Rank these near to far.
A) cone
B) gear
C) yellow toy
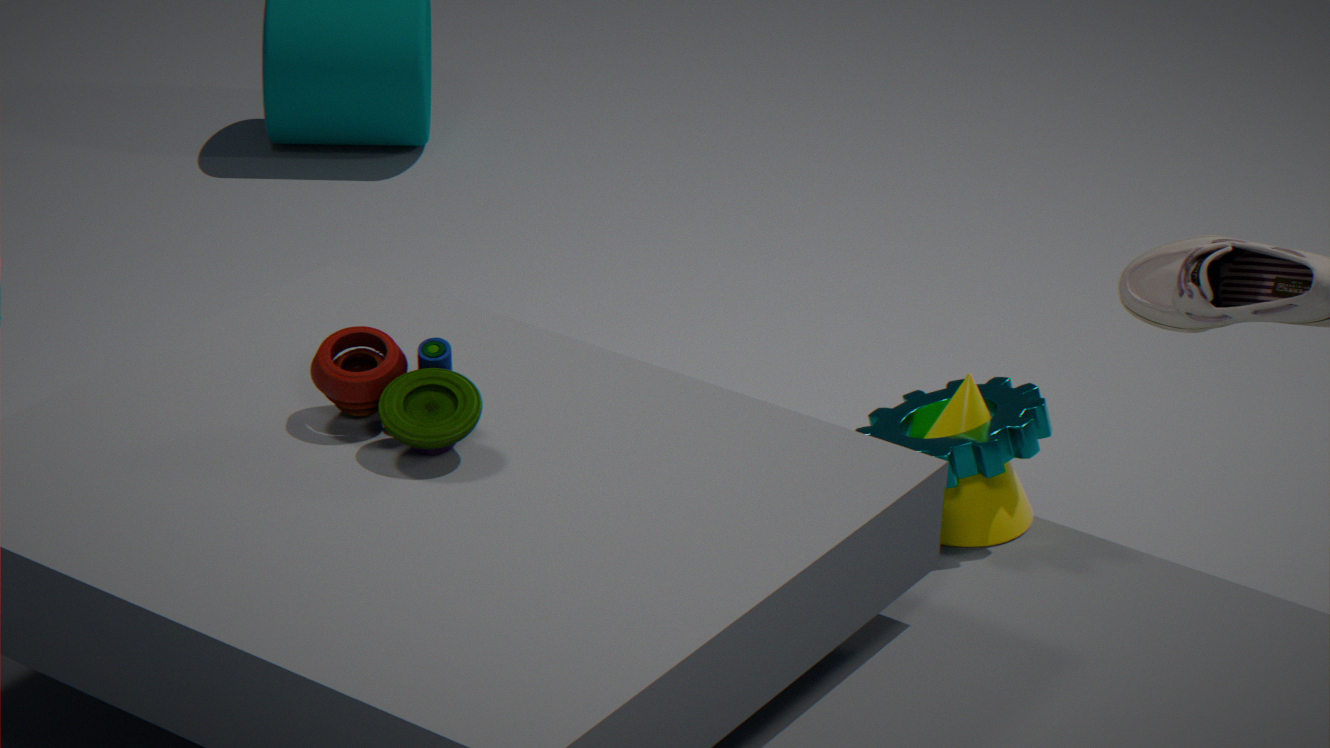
yellow toy
gear
cone
